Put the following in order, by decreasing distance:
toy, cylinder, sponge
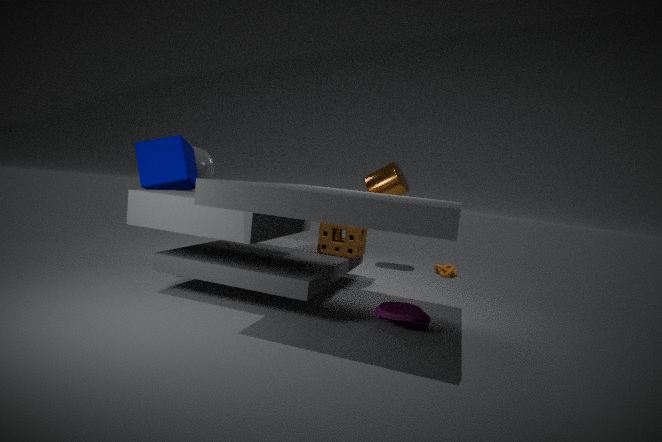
cylinder < sponge < toy
